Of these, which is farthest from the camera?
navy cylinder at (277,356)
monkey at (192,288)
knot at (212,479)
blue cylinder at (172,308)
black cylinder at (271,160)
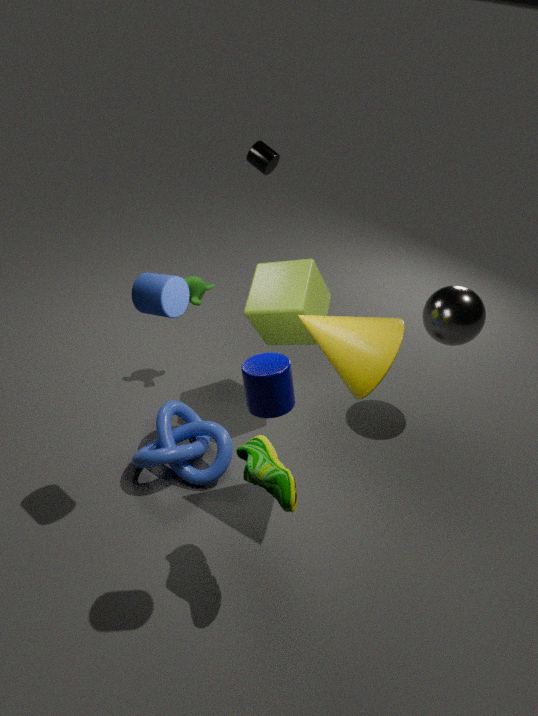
black cylinder at (271,160)
